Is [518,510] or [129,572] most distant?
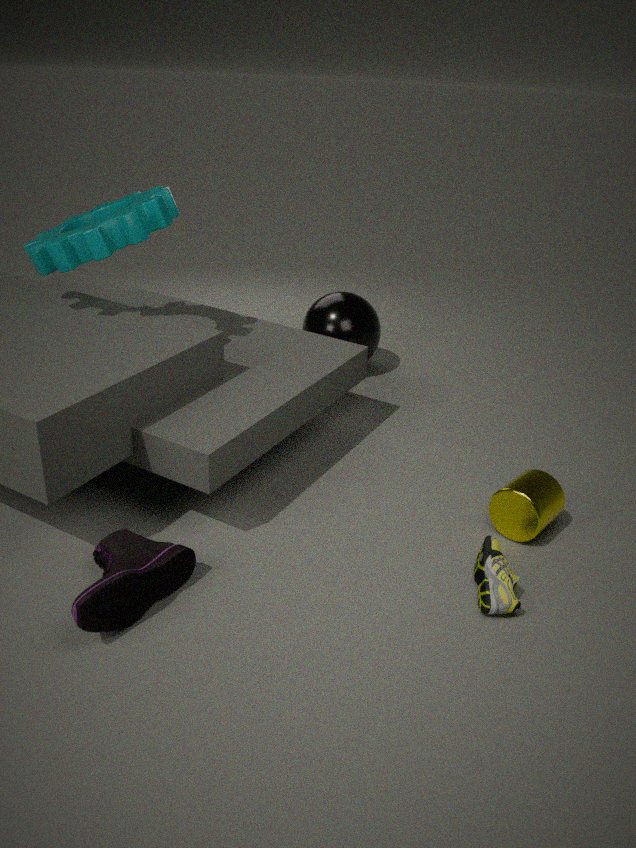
[518,510]
